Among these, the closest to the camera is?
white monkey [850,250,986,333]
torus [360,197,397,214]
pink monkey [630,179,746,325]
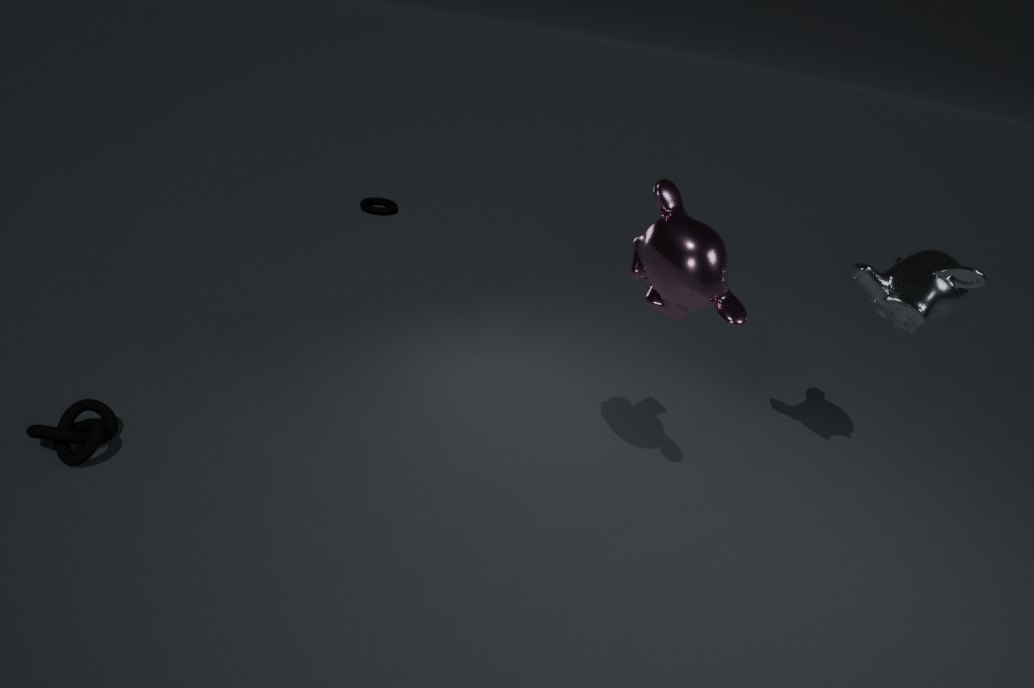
pink monkey [630,179,746,325]
